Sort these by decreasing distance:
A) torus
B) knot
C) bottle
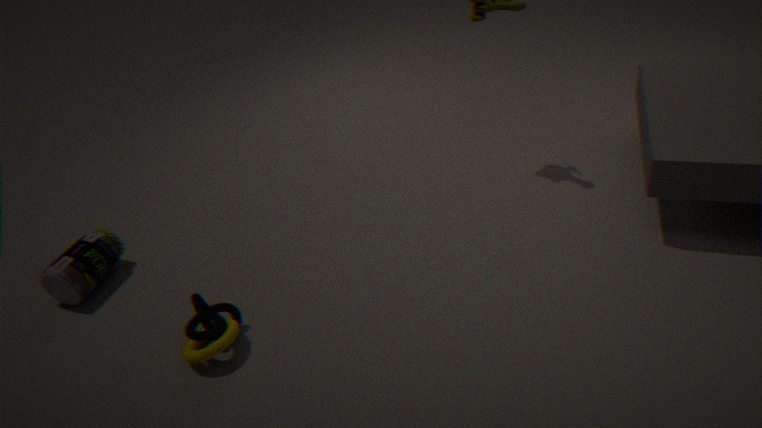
bottle
knot
torus
